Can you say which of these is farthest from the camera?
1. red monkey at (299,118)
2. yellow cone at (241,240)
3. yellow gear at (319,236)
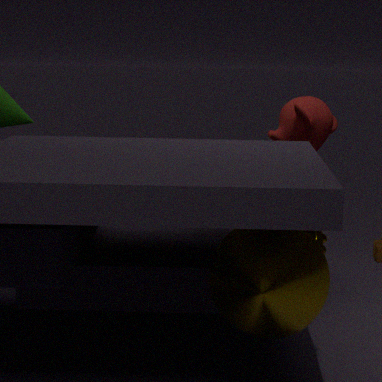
red monkey at (299,118)
